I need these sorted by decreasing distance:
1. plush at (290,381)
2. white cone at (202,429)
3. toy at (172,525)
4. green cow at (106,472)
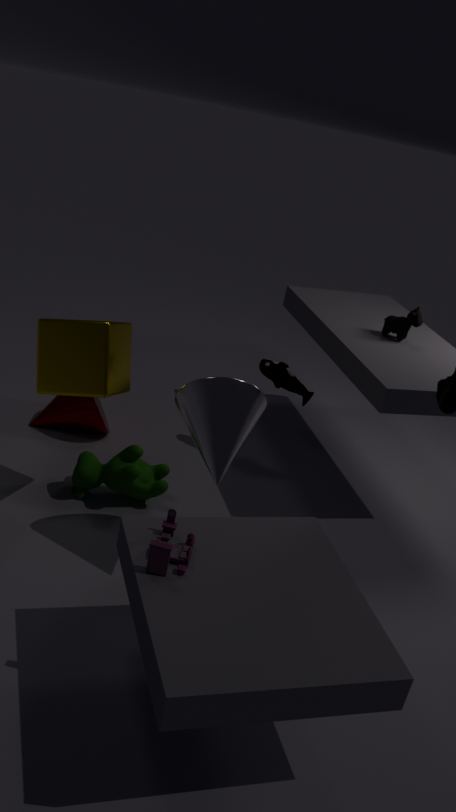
1. plush at (290,381)
2. green cow at (106,472)
3. white cone at (202,429)
4. toy at (172,525)
